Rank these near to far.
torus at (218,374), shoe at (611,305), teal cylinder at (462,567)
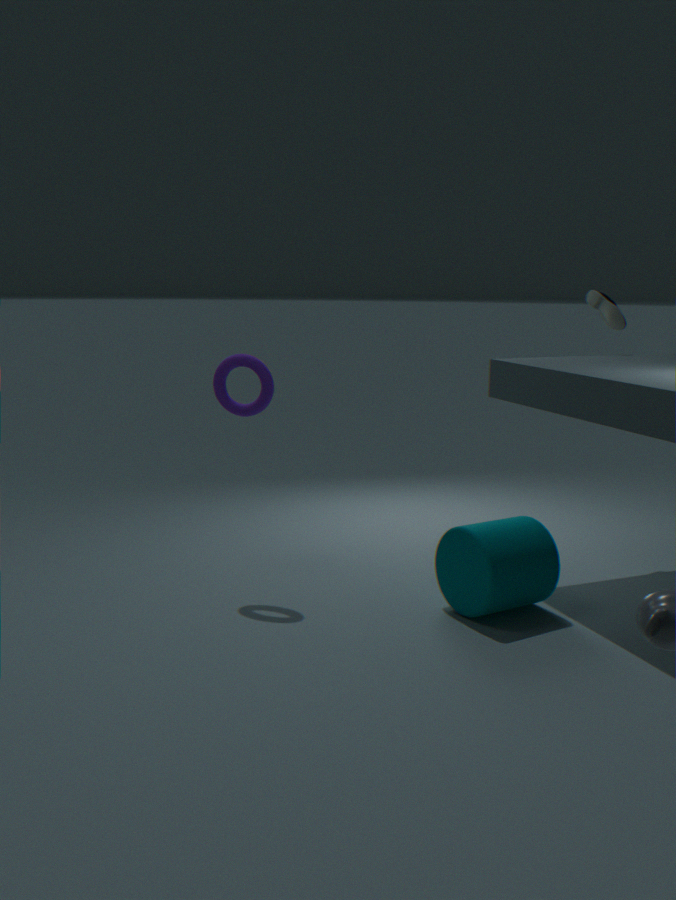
teal cylinder at (462,567) < torus at (218,374) < shoe at (611,305)
